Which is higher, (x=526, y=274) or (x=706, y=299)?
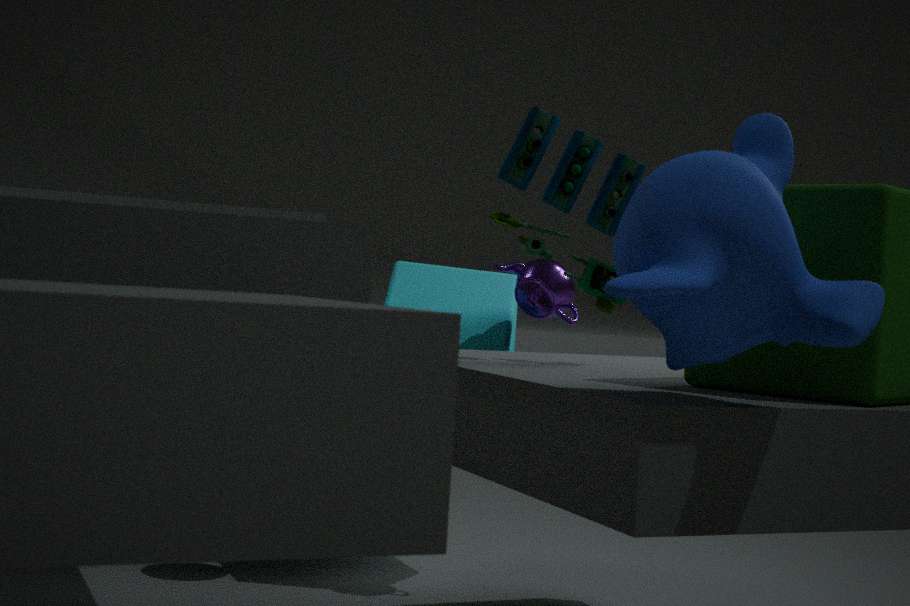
(x=706, y=299)
